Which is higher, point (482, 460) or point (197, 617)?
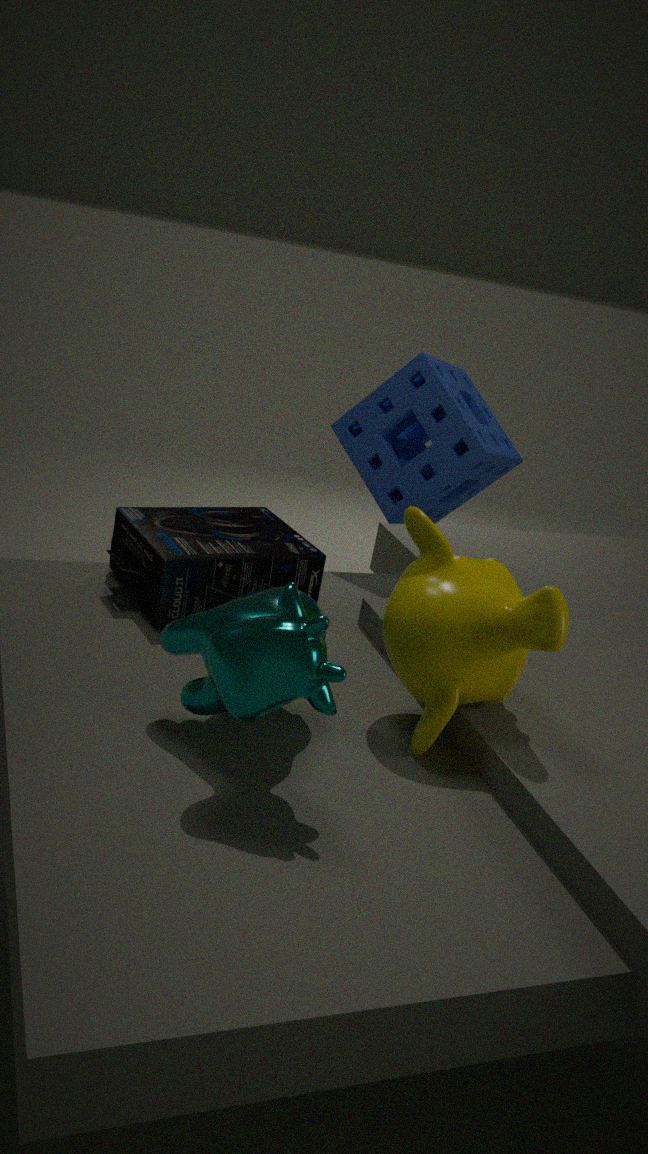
point (482, 460)
